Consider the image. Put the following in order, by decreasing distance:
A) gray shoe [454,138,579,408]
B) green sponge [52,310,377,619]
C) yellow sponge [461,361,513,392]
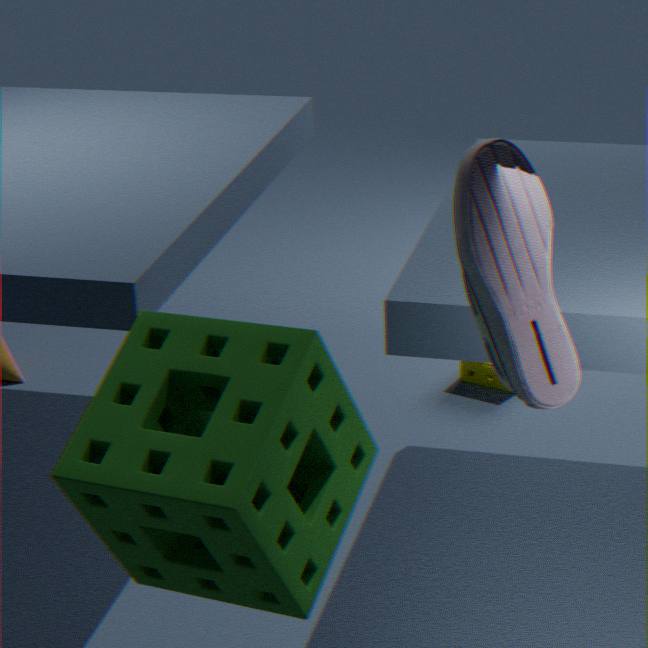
yellow sponge [461,361,513,392]
gray shoe [454,138,579,408]
green sponge [52,310,377,619]
